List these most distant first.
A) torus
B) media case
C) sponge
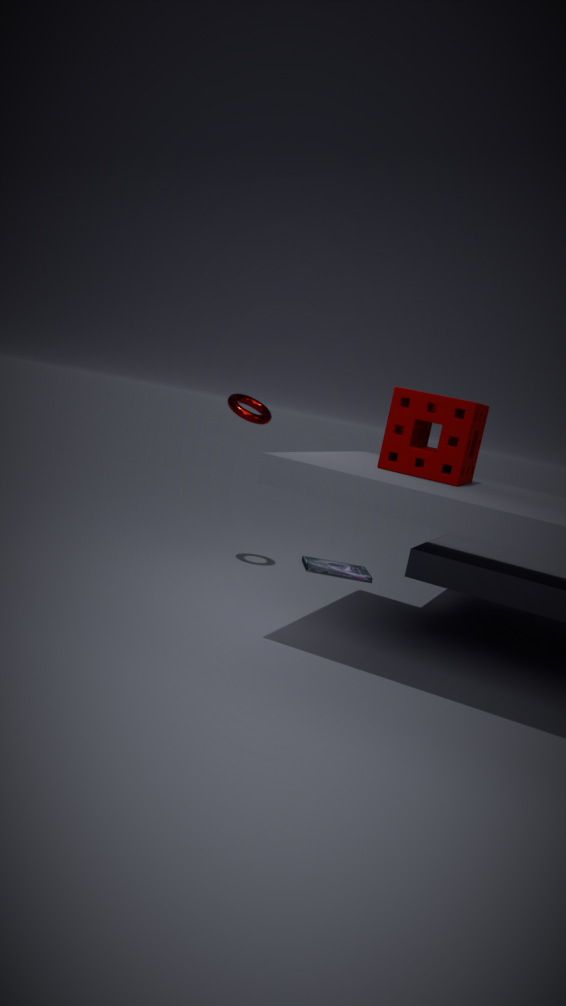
B. media case, A. torus, C. sponge
